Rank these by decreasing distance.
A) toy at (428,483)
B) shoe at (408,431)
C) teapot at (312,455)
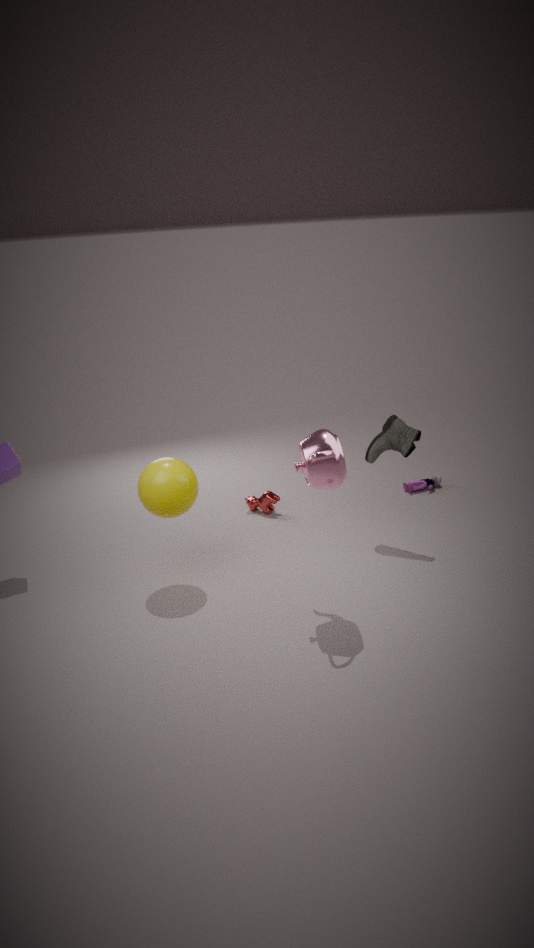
A. toy at (428,483) < B. shoe at (408,431) < C. teapot at (312,455)
